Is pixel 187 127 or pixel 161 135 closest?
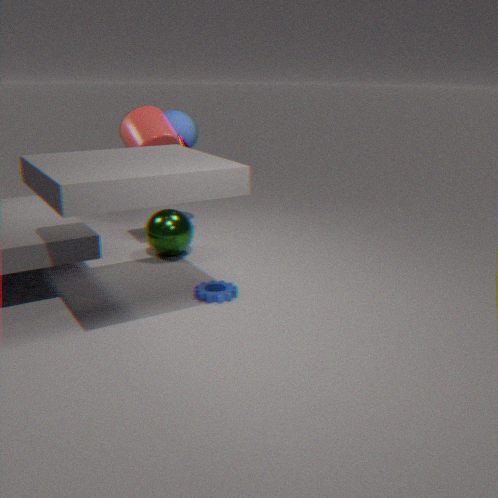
pixel 161 135
